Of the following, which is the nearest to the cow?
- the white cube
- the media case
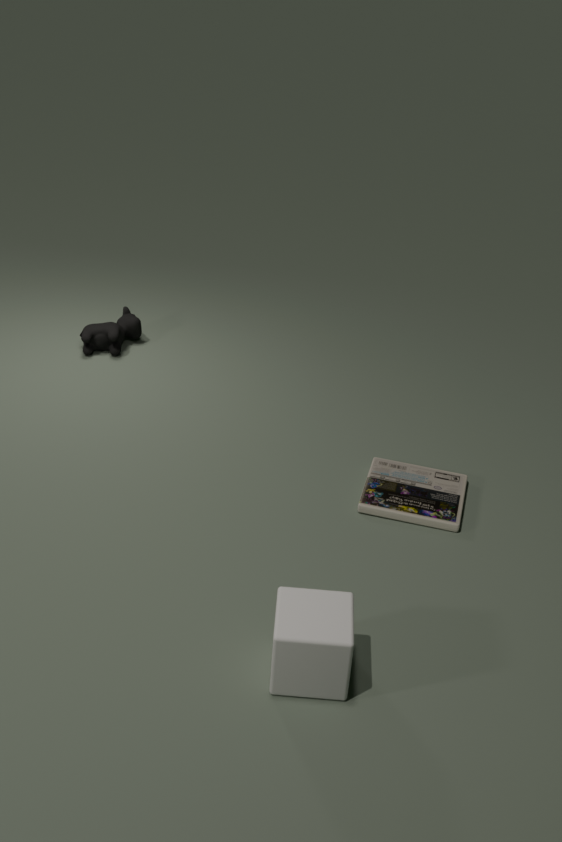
the media case
